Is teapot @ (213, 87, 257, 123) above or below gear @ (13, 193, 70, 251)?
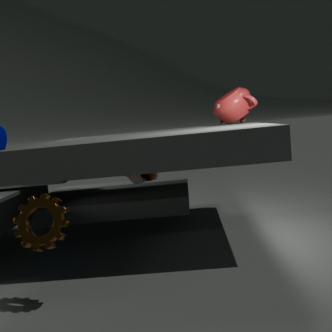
above
